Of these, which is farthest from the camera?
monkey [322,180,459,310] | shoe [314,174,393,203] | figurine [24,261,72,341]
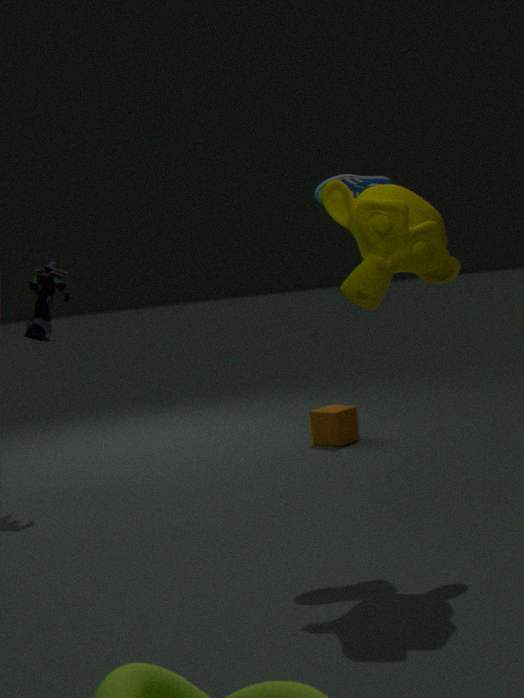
figurine [24,261,72,341]
